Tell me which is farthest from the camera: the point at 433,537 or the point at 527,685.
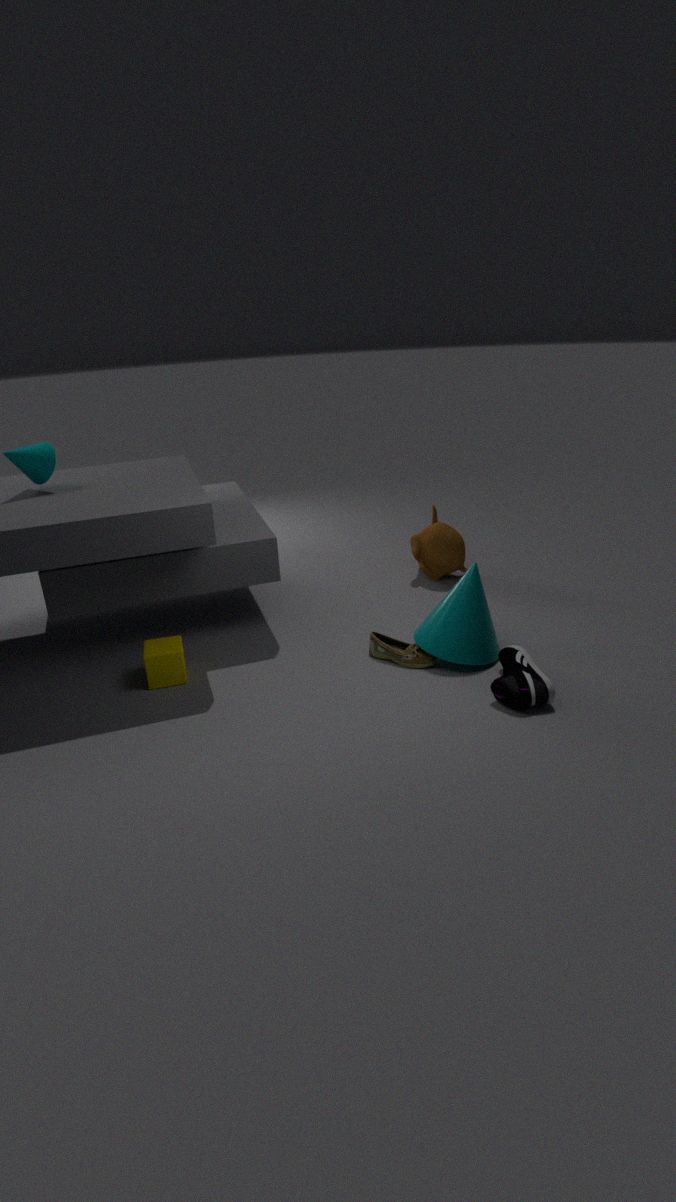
the point at 433,537
